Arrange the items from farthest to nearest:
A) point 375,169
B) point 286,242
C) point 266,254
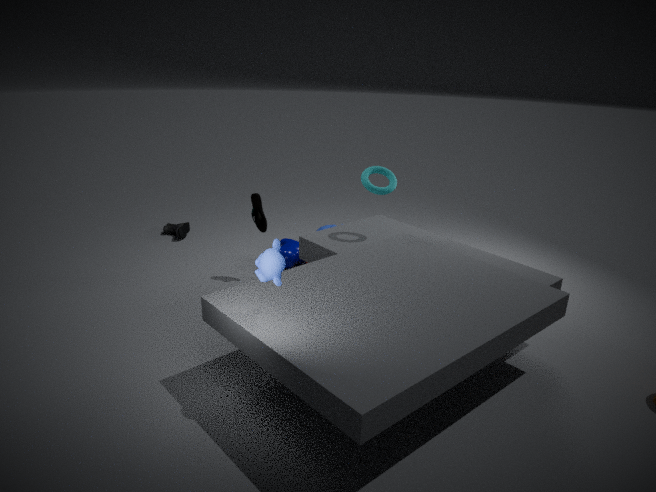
point 286,242 → point 375,169 → point 266,254
